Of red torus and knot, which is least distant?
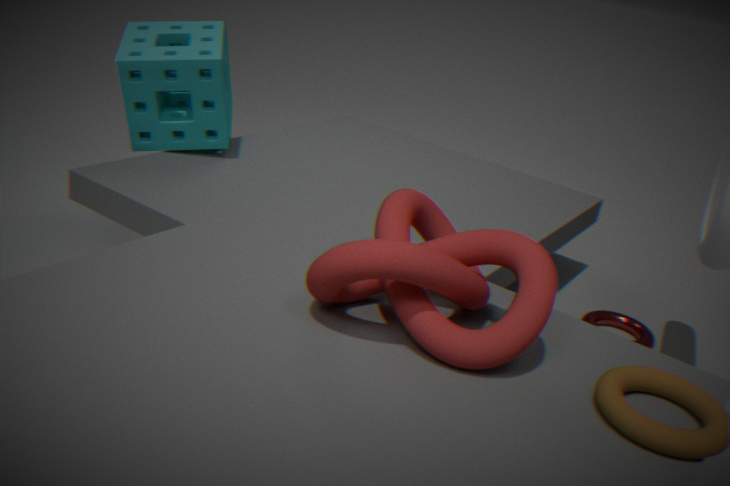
knot
